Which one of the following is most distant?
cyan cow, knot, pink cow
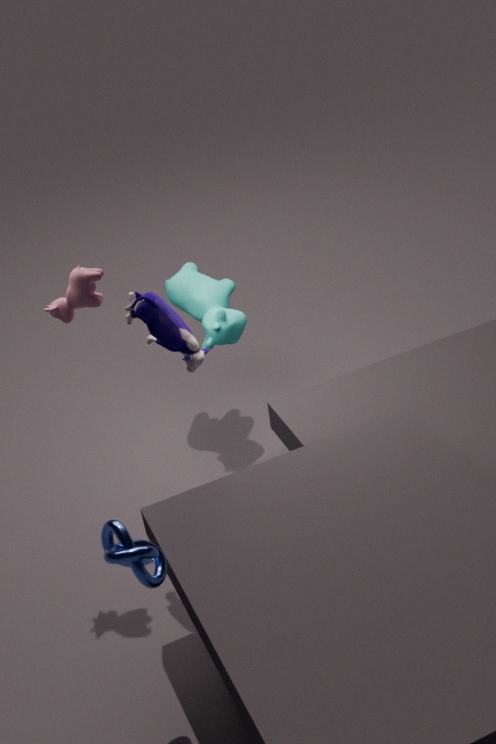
cyan cow
